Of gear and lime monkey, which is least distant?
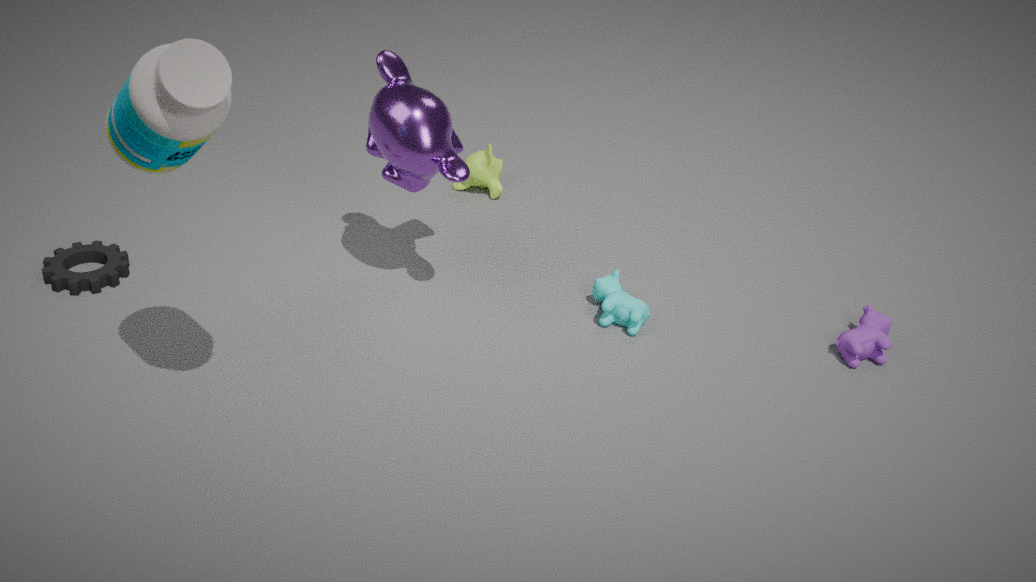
gear
